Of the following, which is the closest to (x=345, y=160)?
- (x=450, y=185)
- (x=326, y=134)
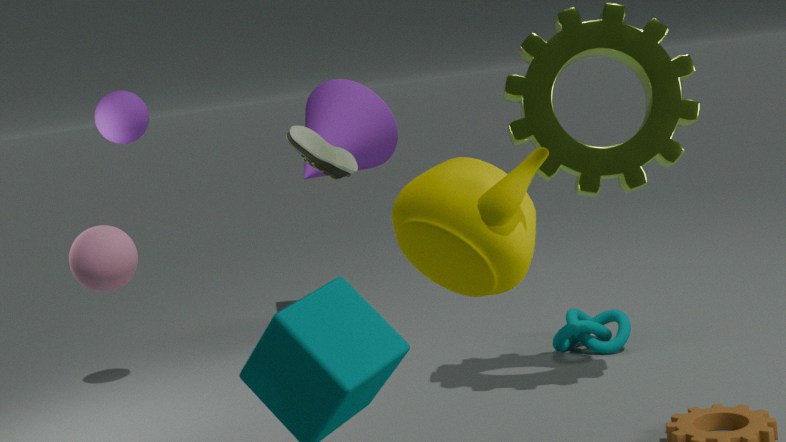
(x=326, y=134)
